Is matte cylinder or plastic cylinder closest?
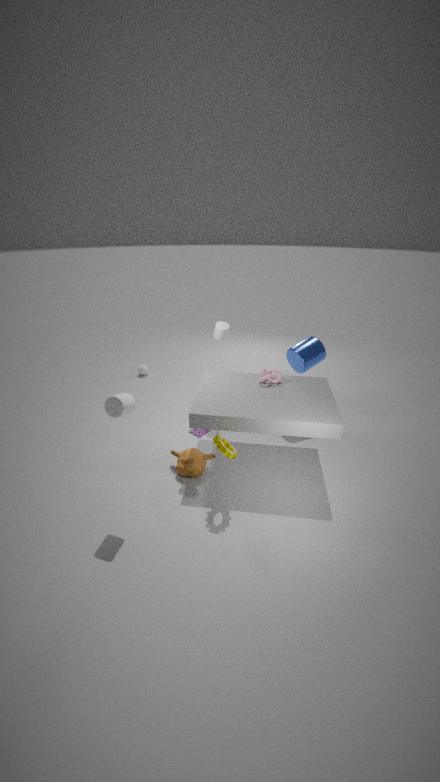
matte cylinder
